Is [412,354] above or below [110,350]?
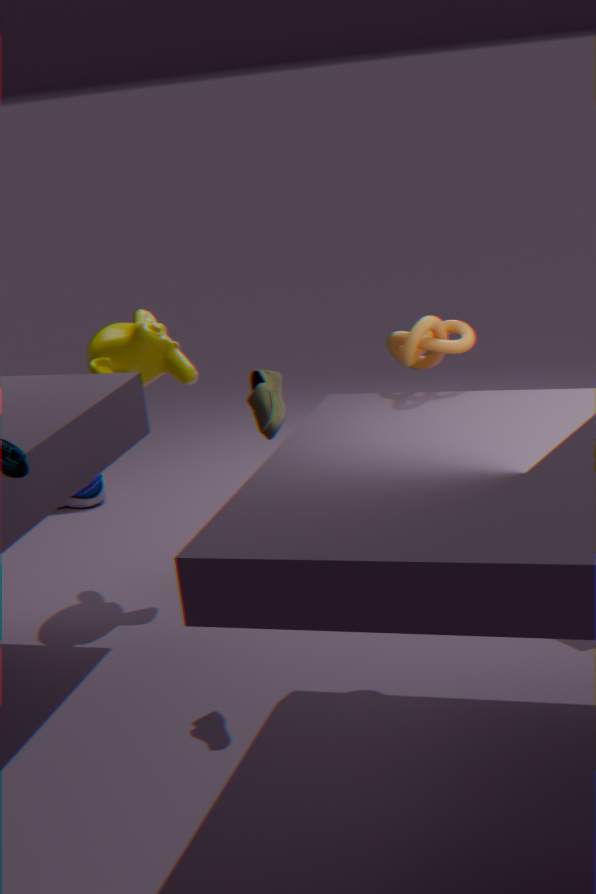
above
